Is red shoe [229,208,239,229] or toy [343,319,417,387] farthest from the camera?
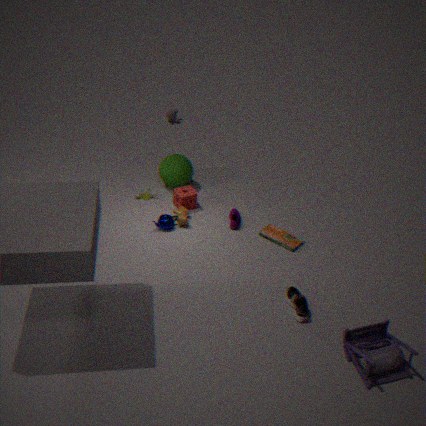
red shoe [229,208,239,229]
